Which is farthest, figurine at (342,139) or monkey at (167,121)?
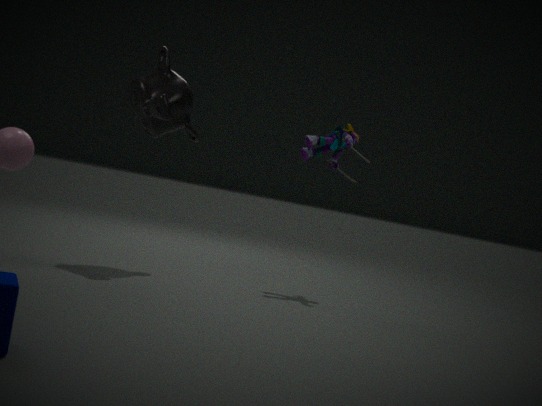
figurine at (342,139)
